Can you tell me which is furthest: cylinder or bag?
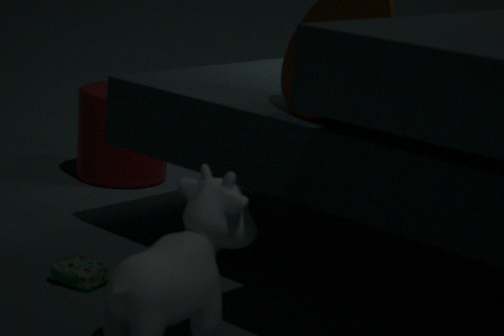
cylinder
